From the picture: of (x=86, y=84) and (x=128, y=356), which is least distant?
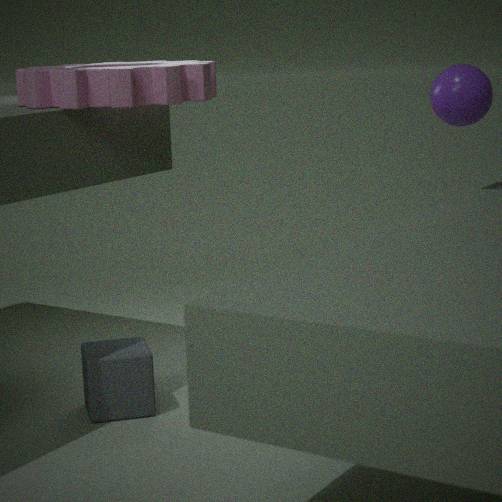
(x=86, y=84)
